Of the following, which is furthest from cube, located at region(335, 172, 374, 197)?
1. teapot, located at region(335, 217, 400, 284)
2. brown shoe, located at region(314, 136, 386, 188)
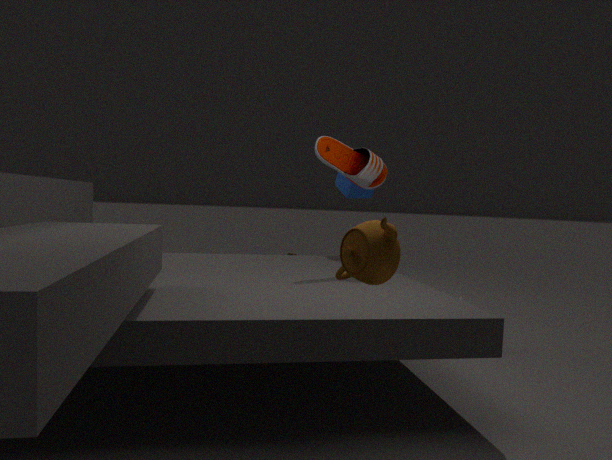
teapot, located at region(335, 217, 400, 284)
